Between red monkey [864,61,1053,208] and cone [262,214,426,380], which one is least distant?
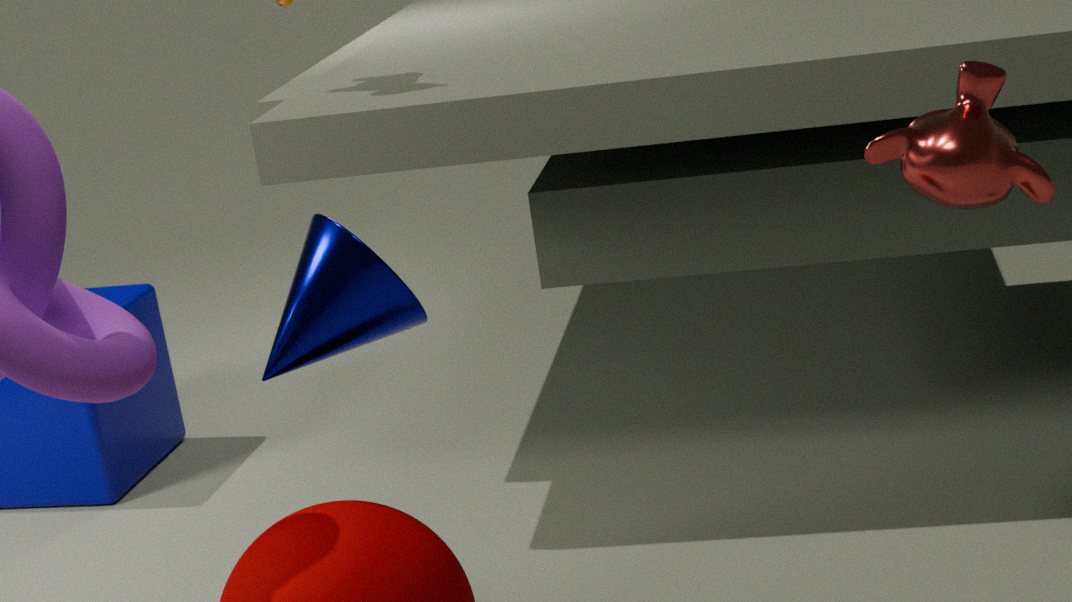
cone [262,214,426,380]
